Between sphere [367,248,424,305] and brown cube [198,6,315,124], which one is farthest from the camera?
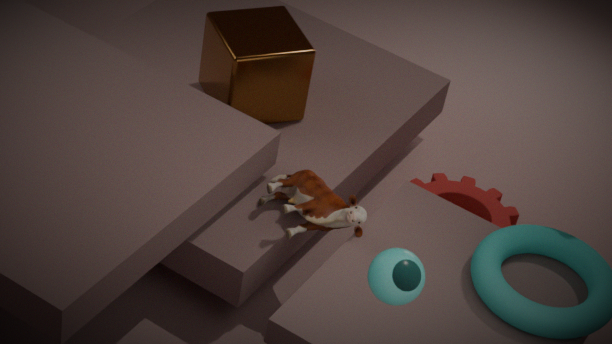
brown cube [198,6,315,124]
